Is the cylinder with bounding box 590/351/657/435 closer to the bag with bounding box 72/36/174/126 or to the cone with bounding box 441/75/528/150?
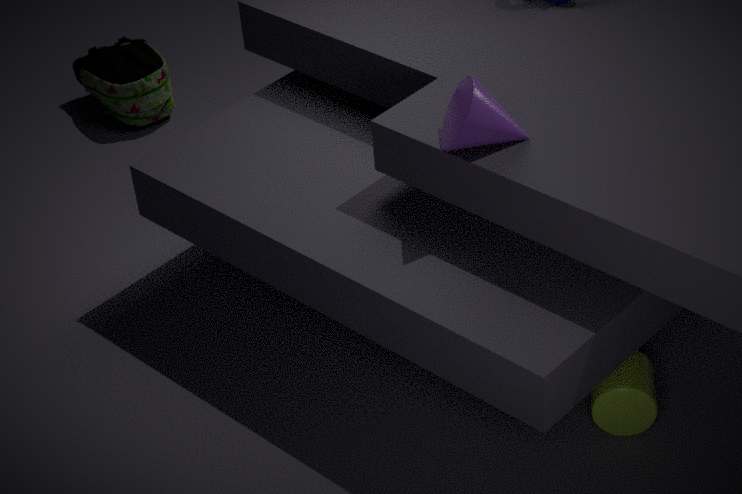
the cone with bounding box 441/75/528/150
